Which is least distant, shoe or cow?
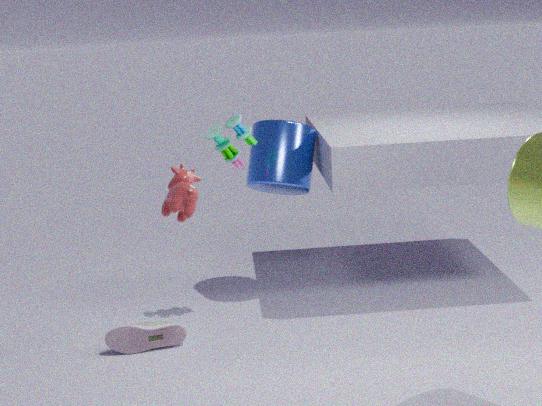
cow
